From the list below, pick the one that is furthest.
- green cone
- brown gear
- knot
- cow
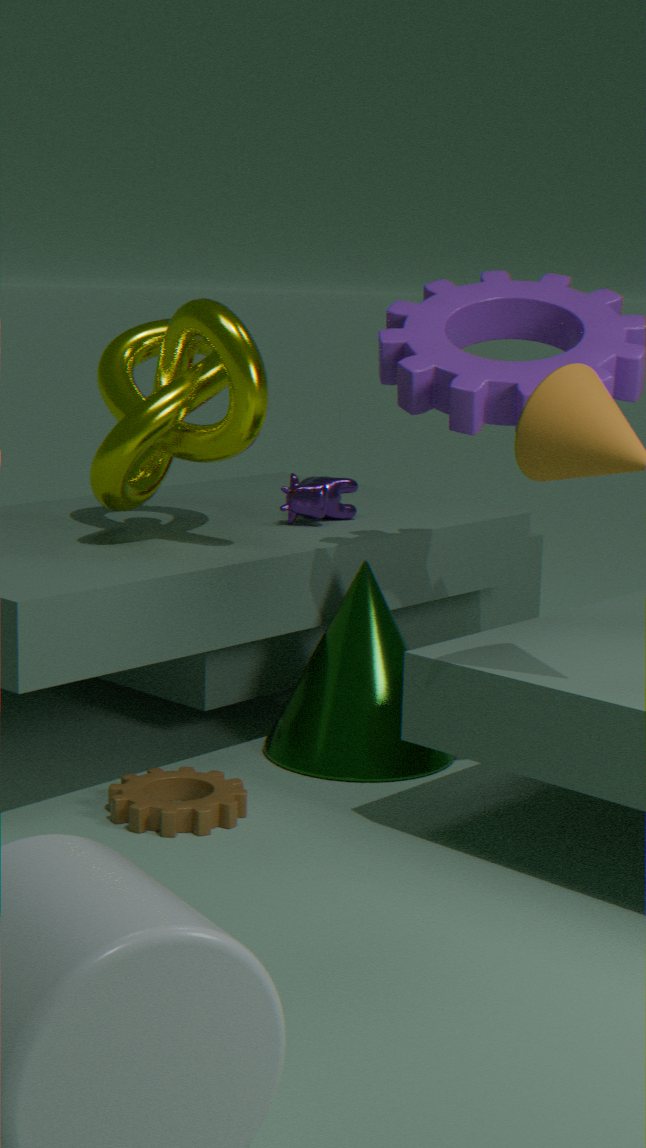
cow
